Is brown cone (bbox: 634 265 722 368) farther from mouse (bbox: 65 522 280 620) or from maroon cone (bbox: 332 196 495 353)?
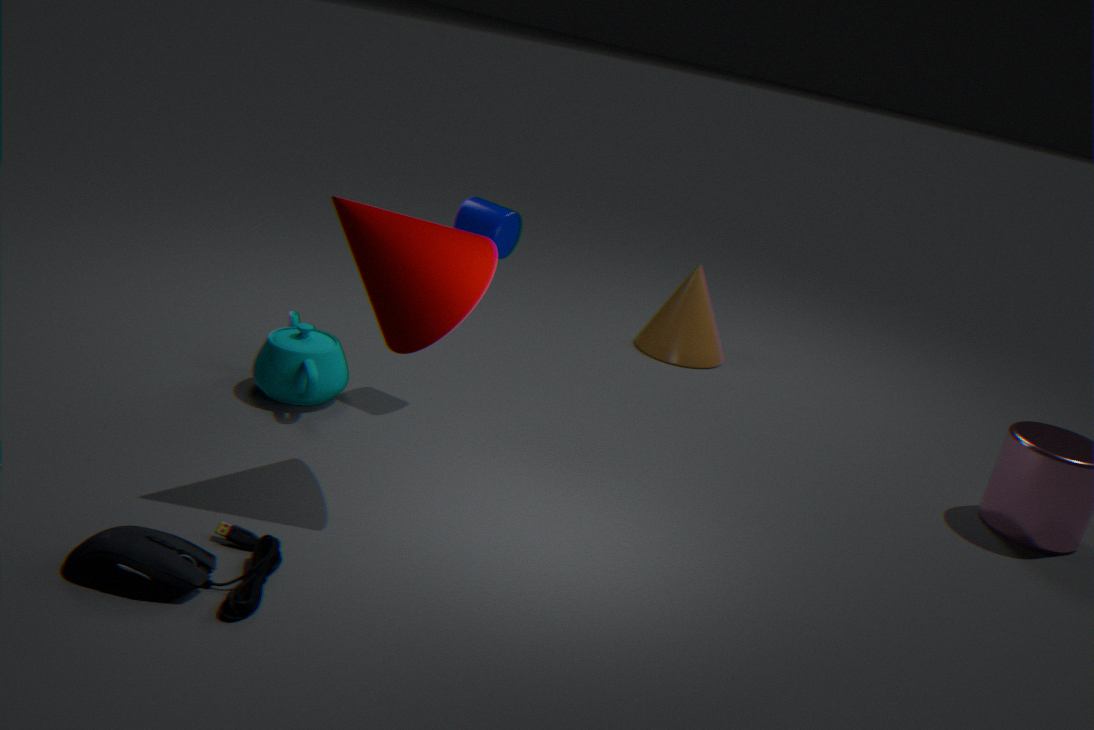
mouse (bbox: 65 522 280 620)
